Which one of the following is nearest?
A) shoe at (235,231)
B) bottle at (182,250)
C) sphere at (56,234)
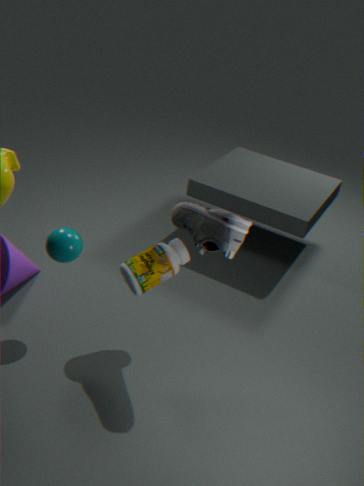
shoe at (235,231)
